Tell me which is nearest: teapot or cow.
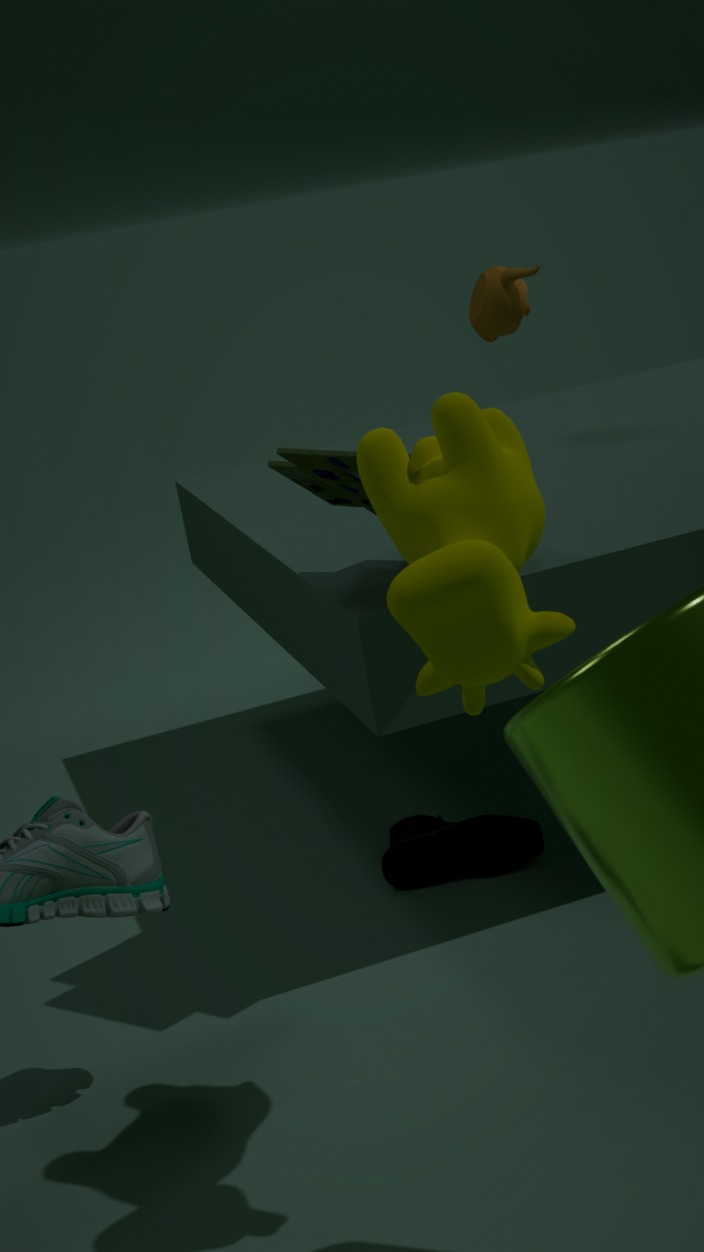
cow
